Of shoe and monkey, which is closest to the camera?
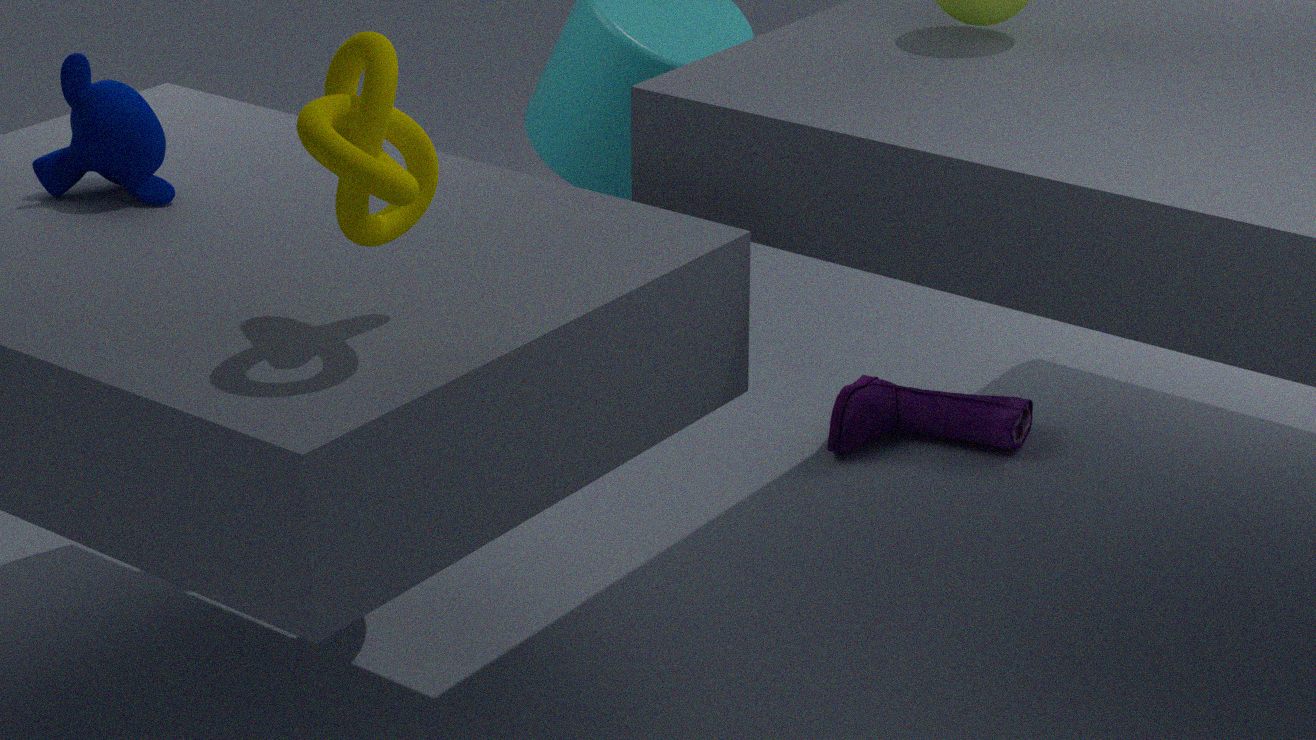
monkey
